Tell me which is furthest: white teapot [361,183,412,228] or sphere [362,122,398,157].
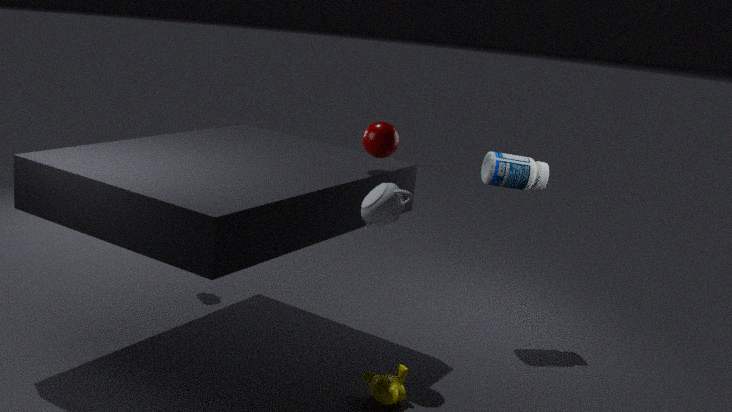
sphere [362,122,398,157]
